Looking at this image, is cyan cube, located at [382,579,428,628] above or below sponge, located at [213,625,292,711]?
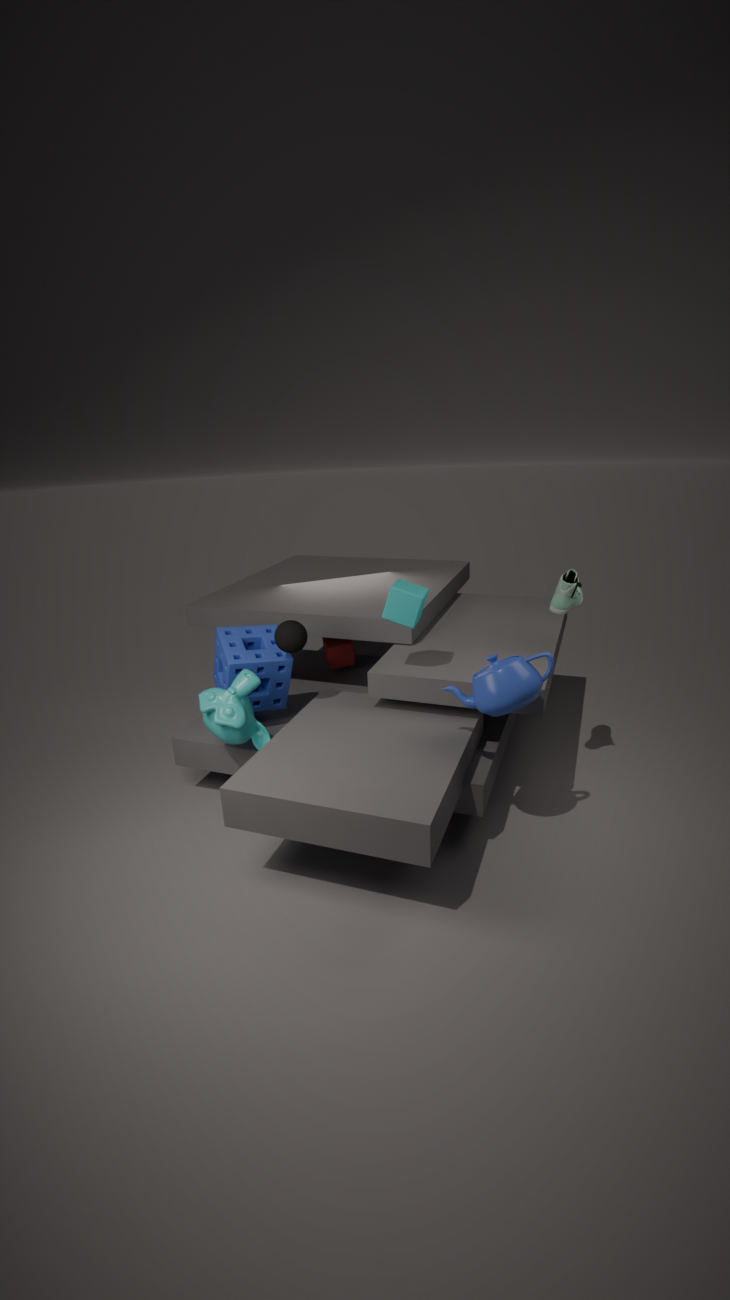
above
